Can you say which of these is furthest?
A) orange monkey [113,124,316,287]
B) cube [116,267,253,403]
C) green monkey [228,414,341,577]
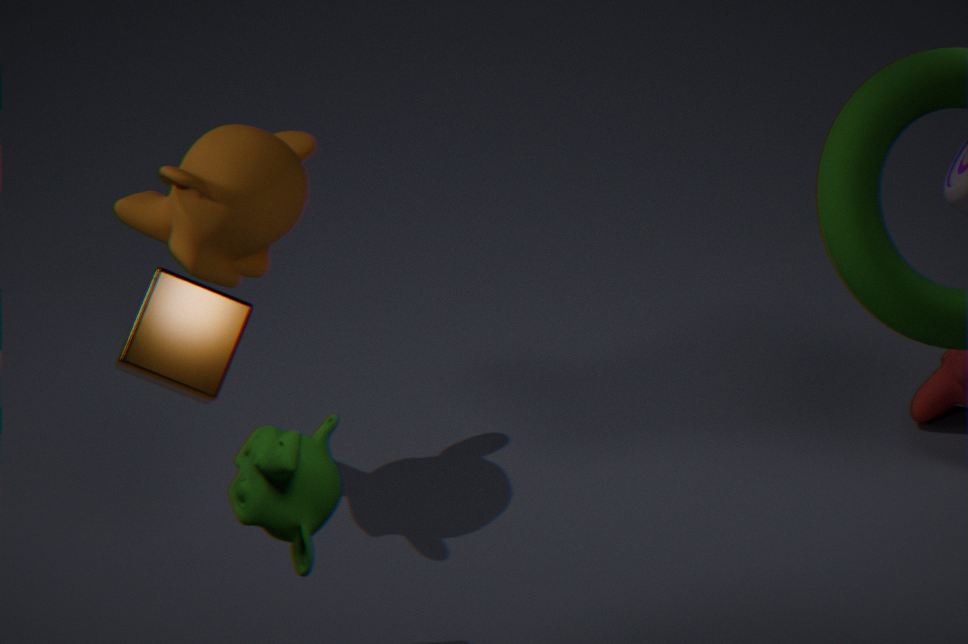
orange monkey [113,124,316,287]
